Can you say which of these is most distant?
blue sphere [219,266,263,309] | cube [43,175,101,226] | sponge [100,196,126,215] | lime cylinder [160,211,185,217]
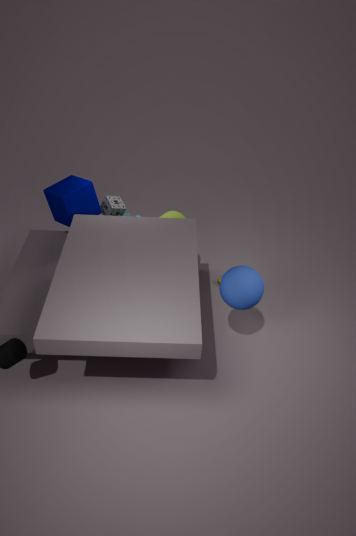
sponge [100,196,126,215]
